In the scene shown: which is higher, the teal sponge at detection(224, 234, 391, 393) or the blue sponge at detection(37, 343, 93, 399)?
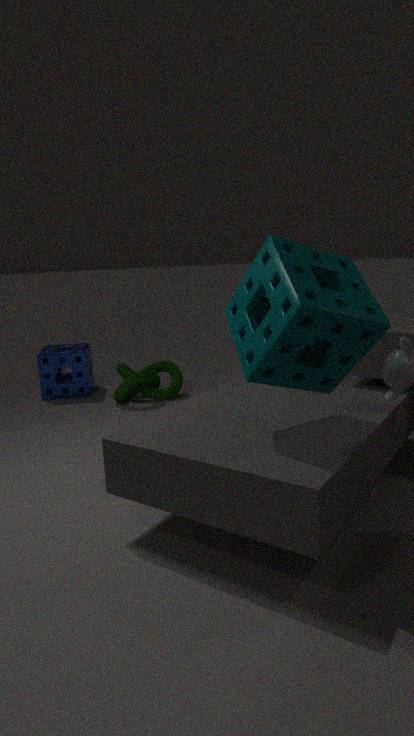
the teal sponge at detection(224, 234, 391, 393)
